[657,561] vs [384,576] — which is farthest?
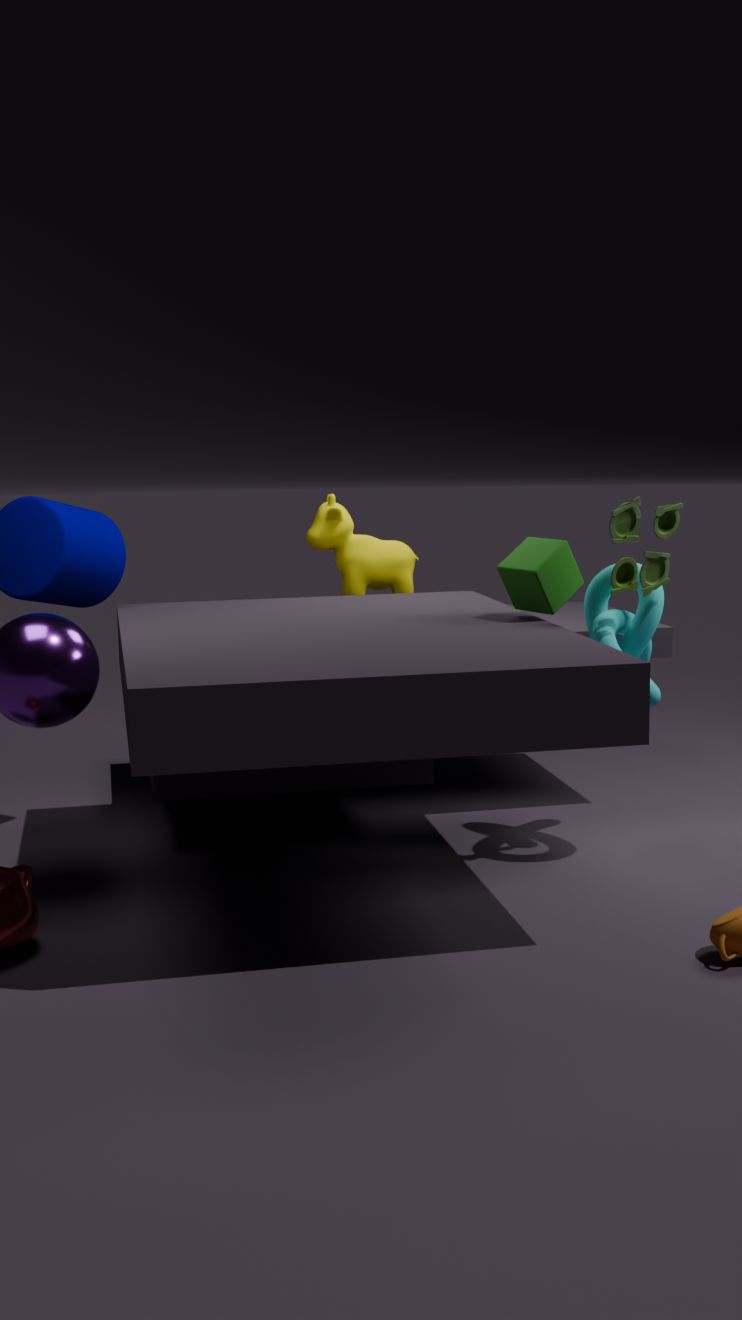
[384,576]
